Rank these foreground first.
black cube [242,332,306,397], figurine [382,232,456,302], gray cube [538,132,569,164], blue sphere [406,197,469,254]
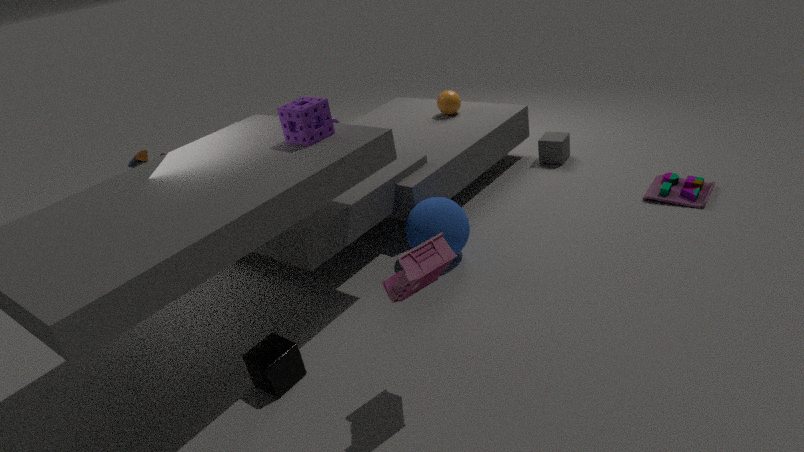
figurine [382,232,456,302] → black cube [242,332,306,397] → blue sphere [406,197,469,254] → gray cube [538,132,569,164]
